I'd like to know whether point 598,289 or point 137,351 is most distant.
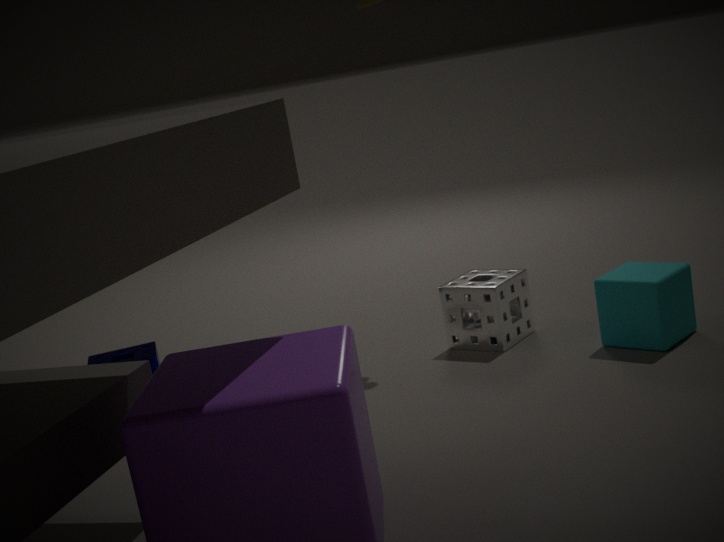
point 137,351
